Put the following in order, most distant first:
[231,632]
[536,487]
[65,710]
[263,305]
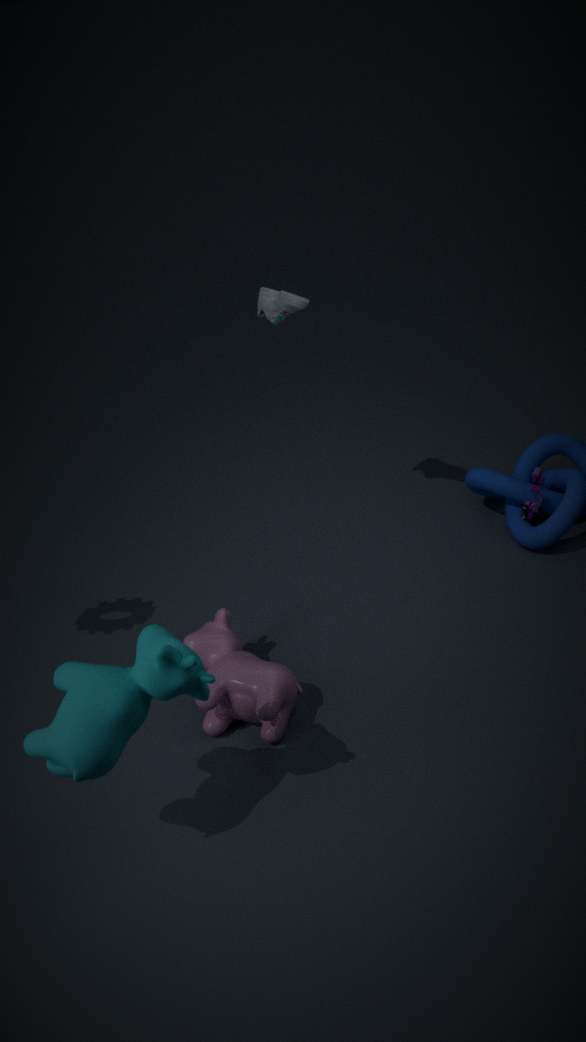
[536,487], [263,305], [231,632], [65,710]
